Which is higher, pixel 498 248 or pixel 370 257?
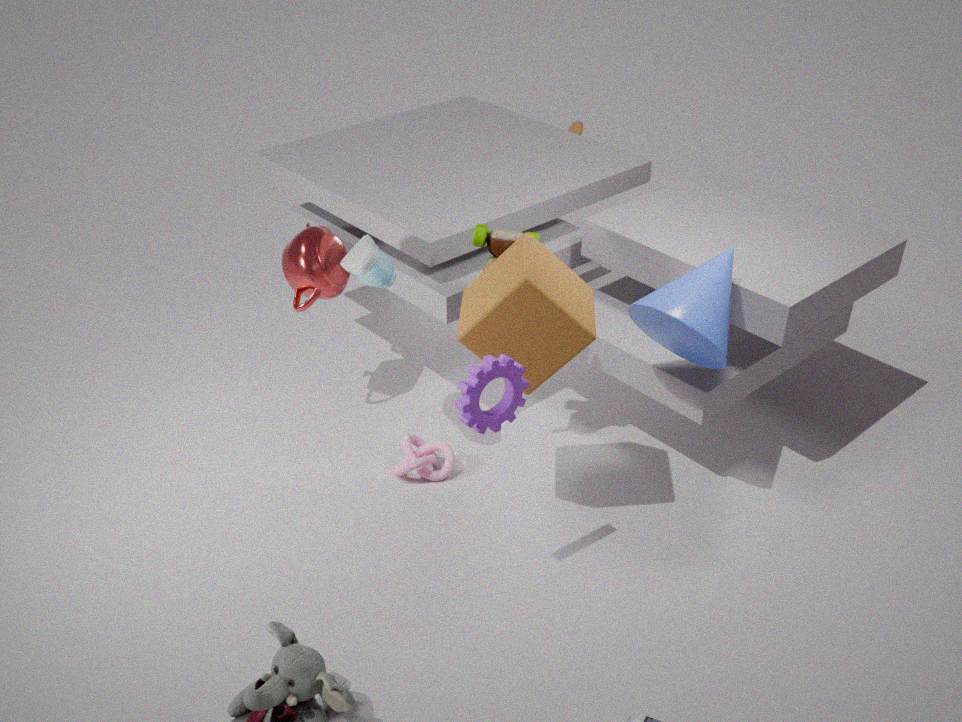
pixel 498 248
